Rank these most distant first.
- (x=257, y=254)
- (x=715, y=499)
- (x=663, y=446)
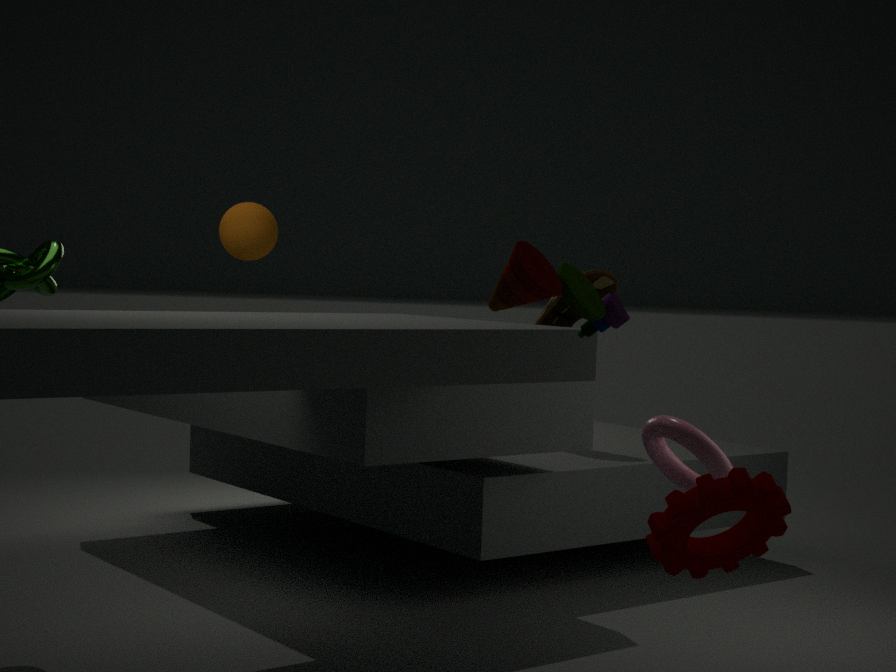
(x=257, y=254)
(x=663, y=446)
(x=715, y=499)
